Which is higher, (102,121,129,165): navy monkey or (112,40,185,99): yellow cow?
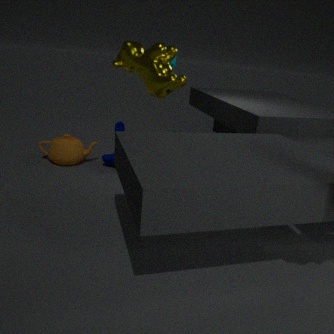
(112,40,185,99): yellow cow
